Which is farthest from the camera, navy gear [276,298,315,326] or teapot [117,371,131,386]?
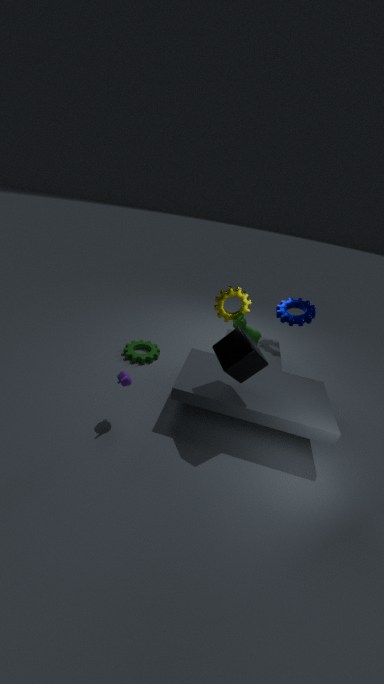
navy gear [276,298,315,326]
